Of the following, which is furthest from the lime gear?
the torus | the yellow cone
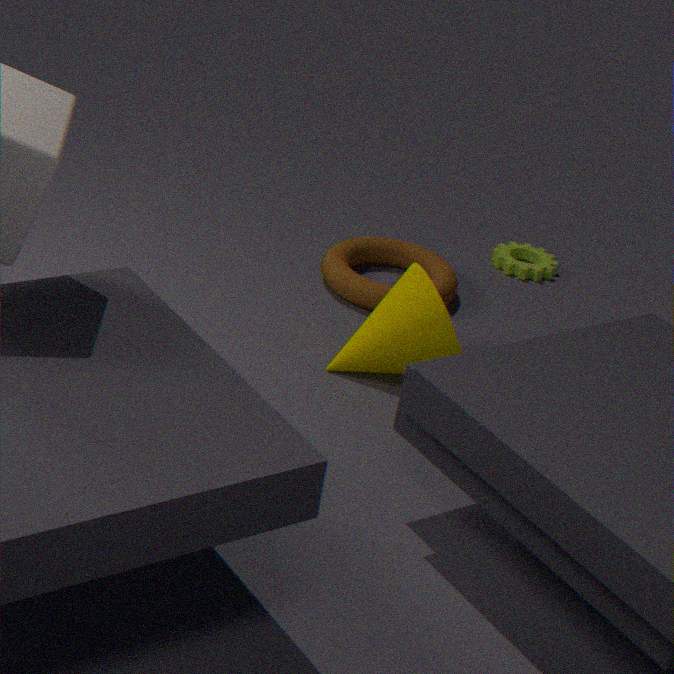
the yellow cone
